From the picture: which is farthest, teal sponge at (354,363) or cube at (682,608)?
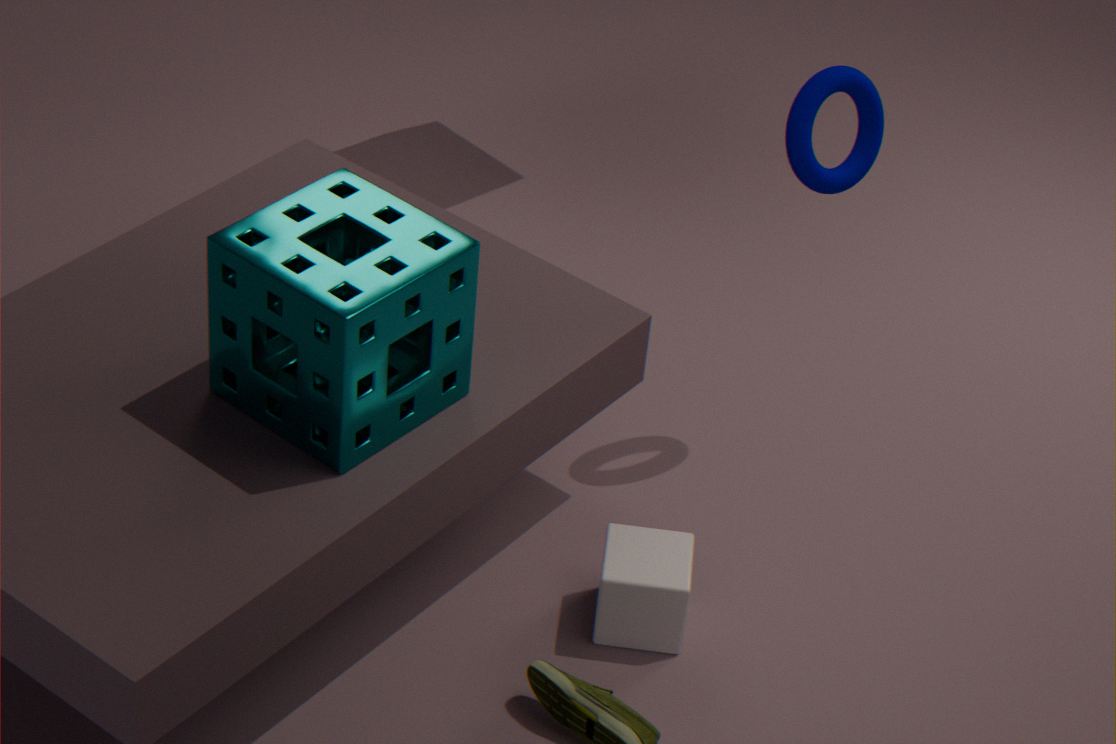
cube at (682,608)
